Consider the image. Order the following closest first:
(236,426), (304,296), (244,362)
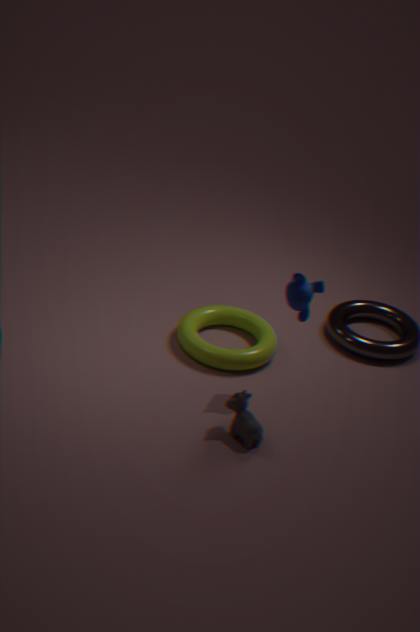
(236,426)
(304,296)
(244,362)
